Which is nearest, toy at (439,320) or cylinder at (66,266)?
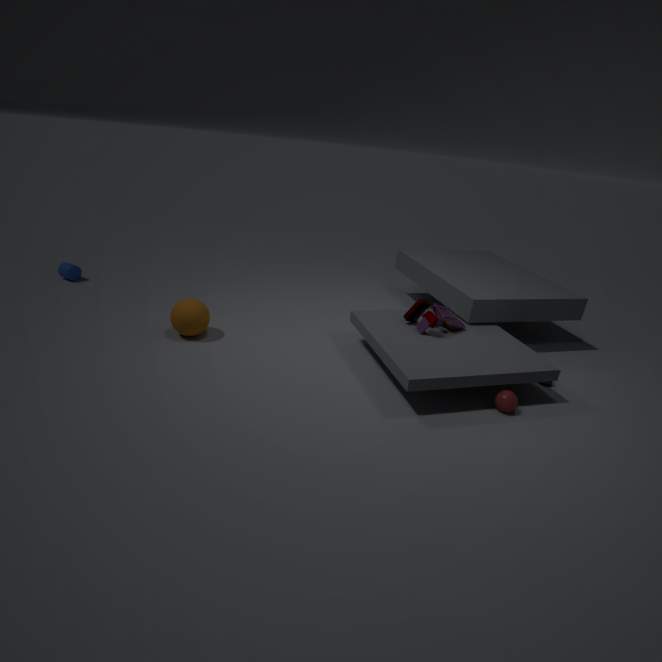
toy at (439,320)
